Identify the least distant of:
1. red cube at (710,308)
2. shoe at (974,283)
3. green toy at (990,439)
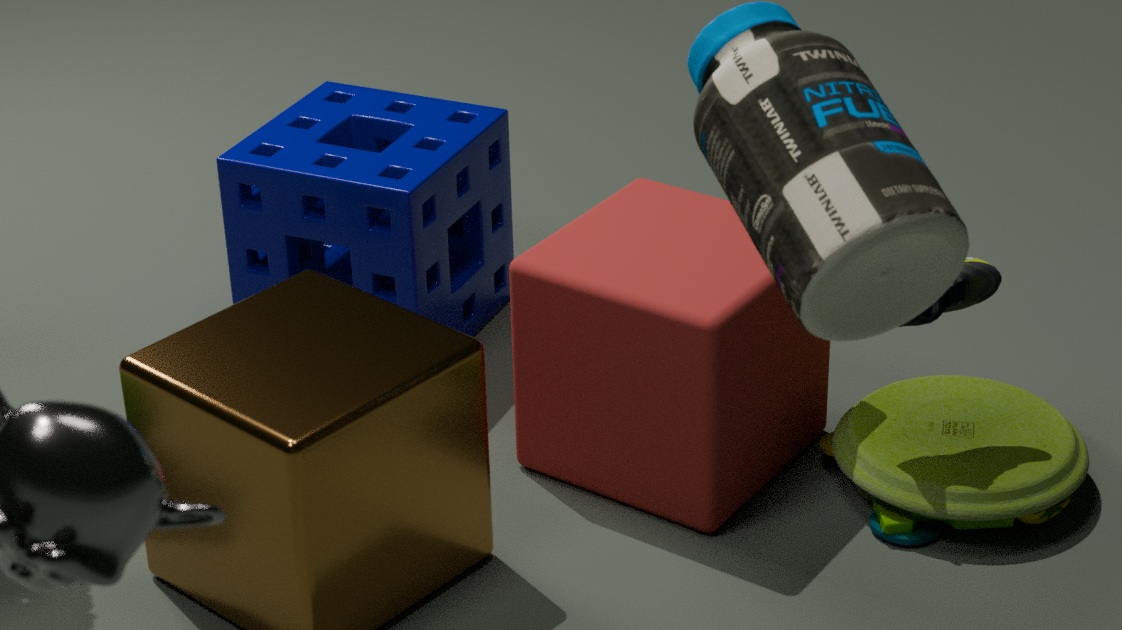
red cube at (710,308)
